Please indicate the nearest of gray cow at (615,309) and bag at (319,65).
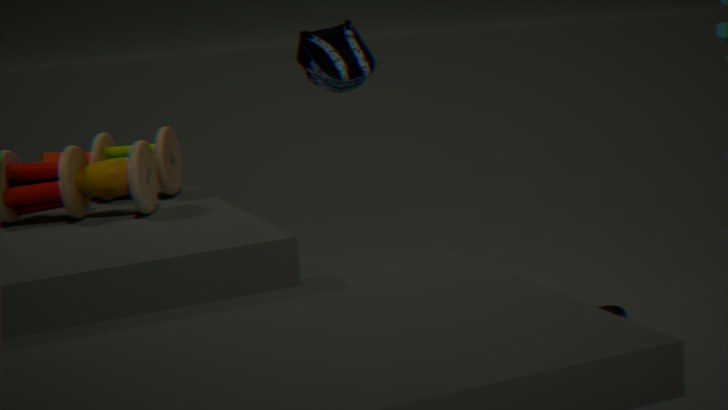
bag at (319,65)
